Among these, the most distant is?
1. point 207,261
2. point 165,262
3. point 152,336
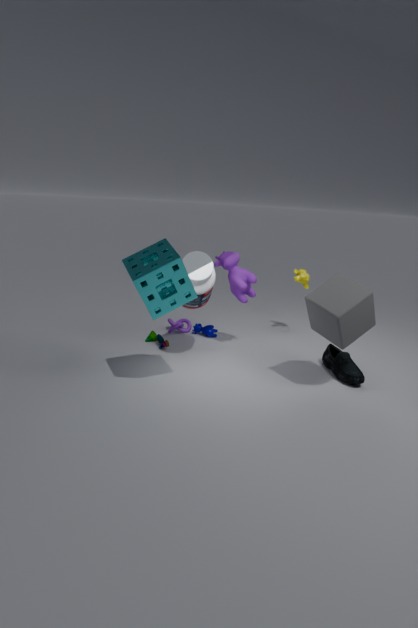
point 152,336
